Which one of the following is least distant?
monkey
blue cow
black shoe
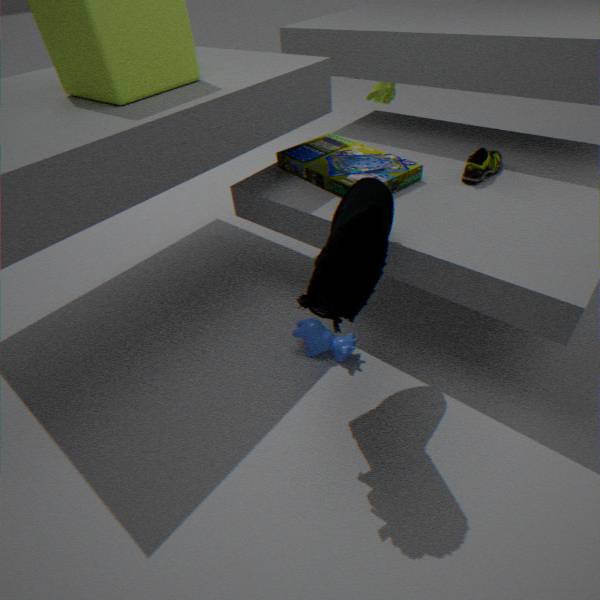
black shoe
